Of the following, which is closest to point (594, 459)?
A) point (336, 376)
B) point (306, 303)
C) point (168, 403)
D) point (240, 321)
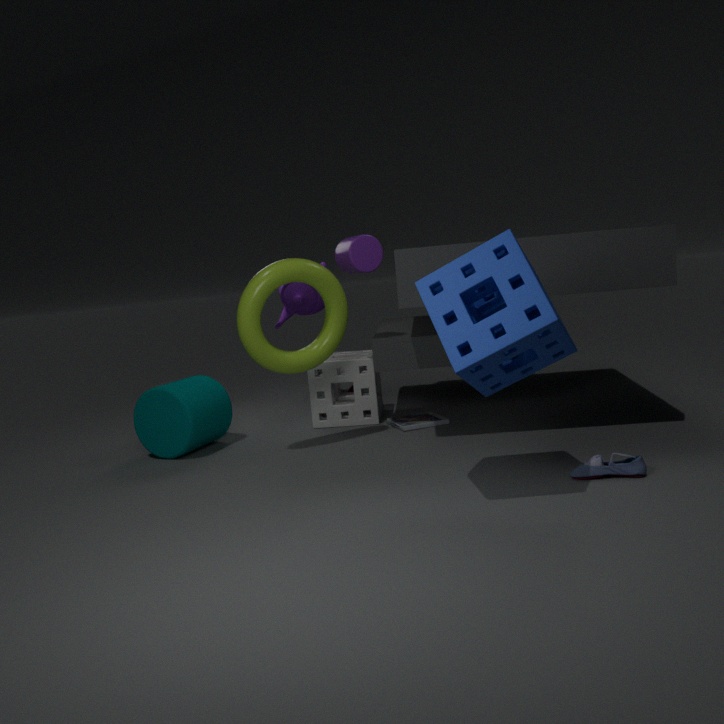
point (240, 321)
